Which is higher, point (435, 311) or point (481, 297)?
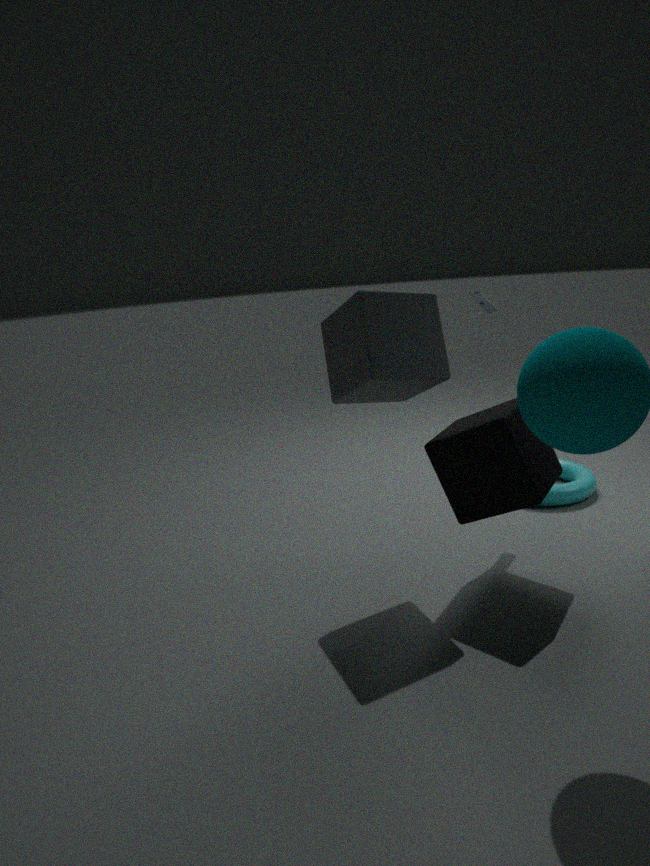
point (481, 297)
